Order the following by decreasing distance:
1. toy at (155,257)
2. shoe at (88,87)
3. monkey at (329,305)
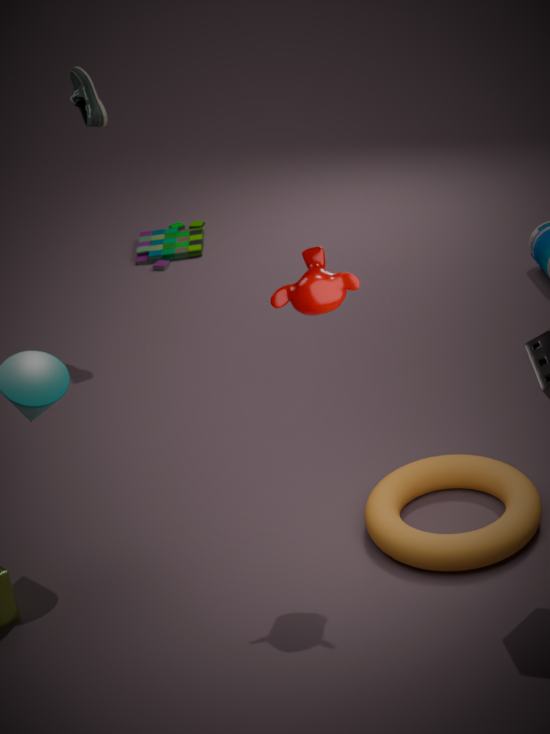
toy at (155,257), shoe at (88,87), monkey at (329,305)
